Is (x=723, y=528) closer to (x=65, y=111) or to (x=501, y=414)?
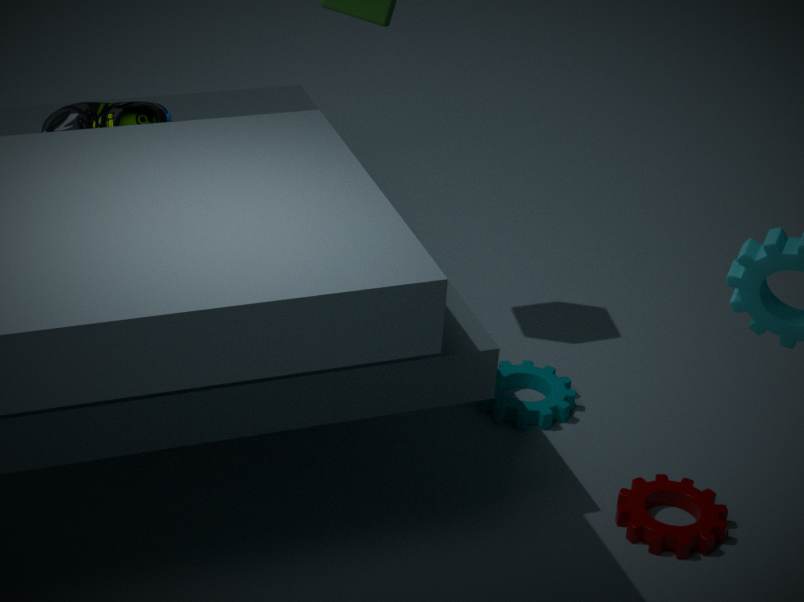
(x=501, y=414)
